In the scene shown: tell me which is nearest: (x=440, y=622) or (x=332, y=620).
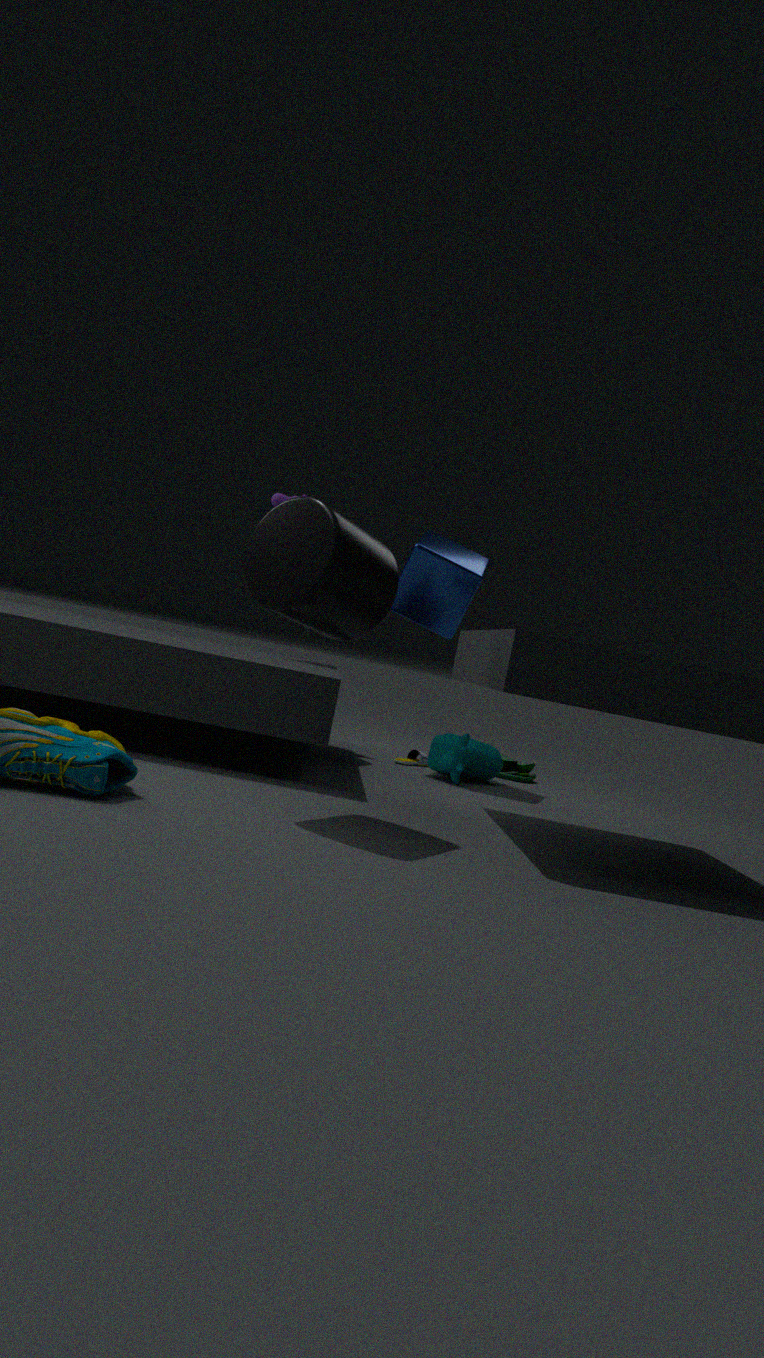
(x=332, y=620)
